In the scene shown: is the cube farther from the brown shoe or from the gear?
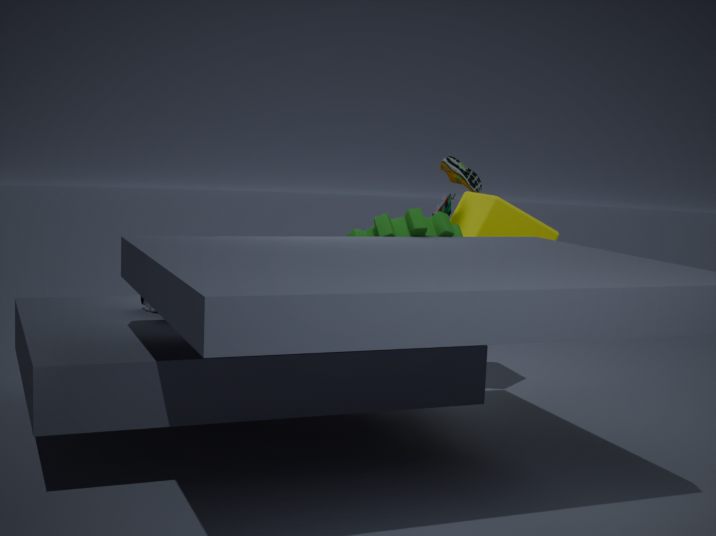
the brown shoe
